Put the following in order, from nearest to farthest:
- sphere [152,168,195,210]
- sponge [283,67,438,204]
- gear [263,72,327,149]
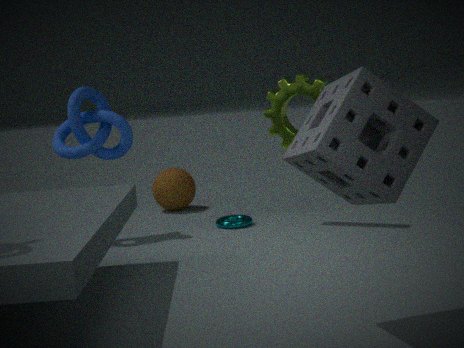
sponge [283,67,438,204] → gear [263,72,327,149] → sphere [152,168,195,210]
